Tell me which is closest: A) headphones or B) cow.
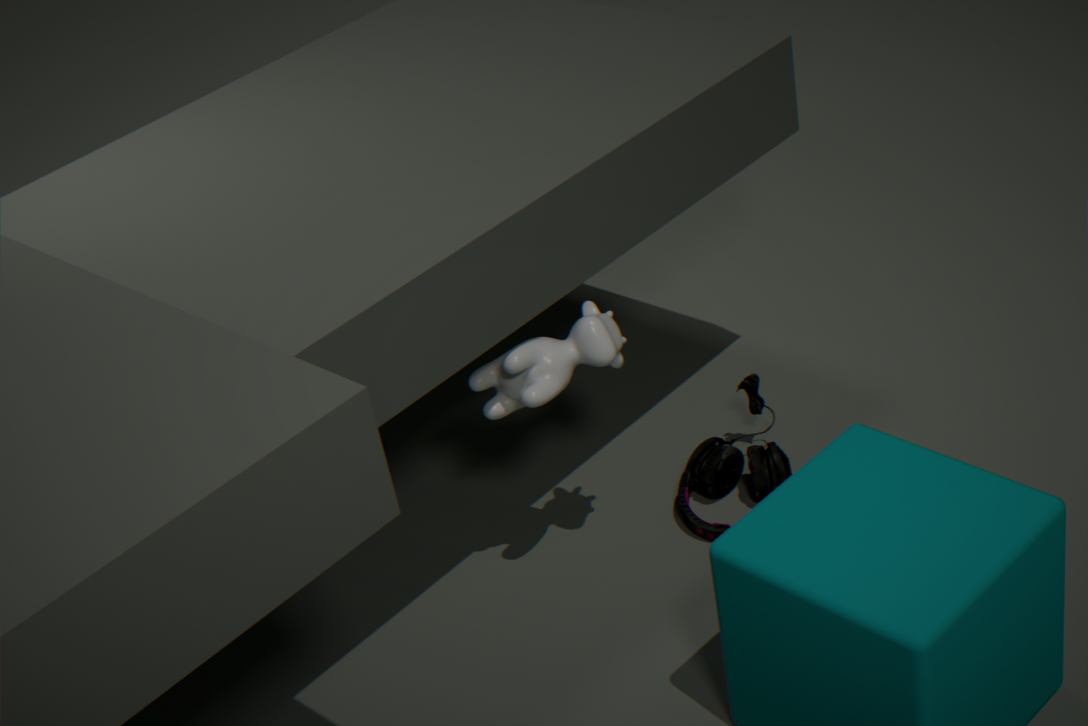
B. cow
